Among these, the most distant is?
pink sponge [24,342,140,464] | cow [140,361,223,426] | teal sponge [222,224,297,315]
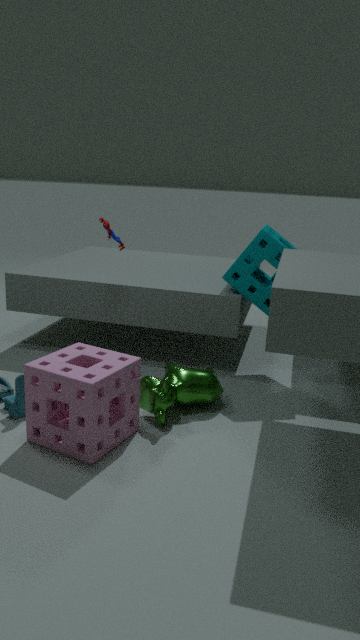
teal sponge [222,224,297,315]
